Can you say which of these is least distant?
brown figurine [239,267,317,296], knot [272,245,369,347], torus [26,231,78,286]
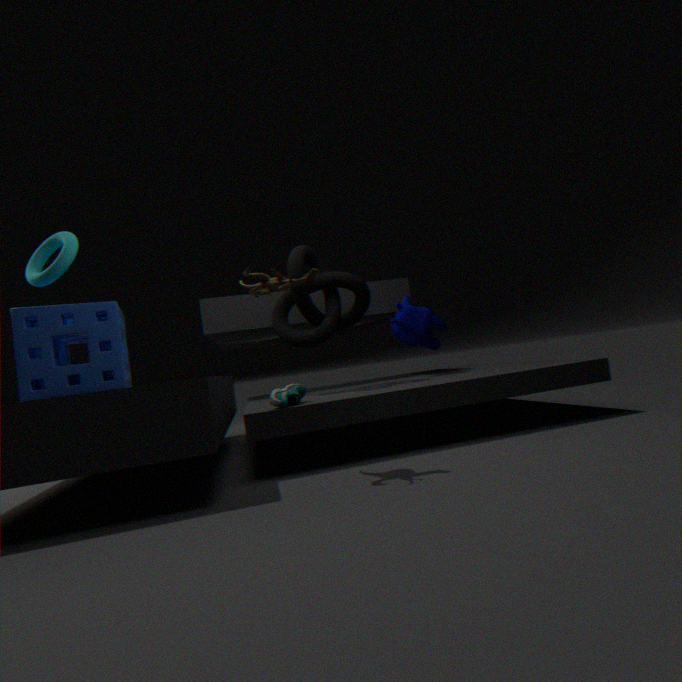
brown figurine [239,267,317,296]
